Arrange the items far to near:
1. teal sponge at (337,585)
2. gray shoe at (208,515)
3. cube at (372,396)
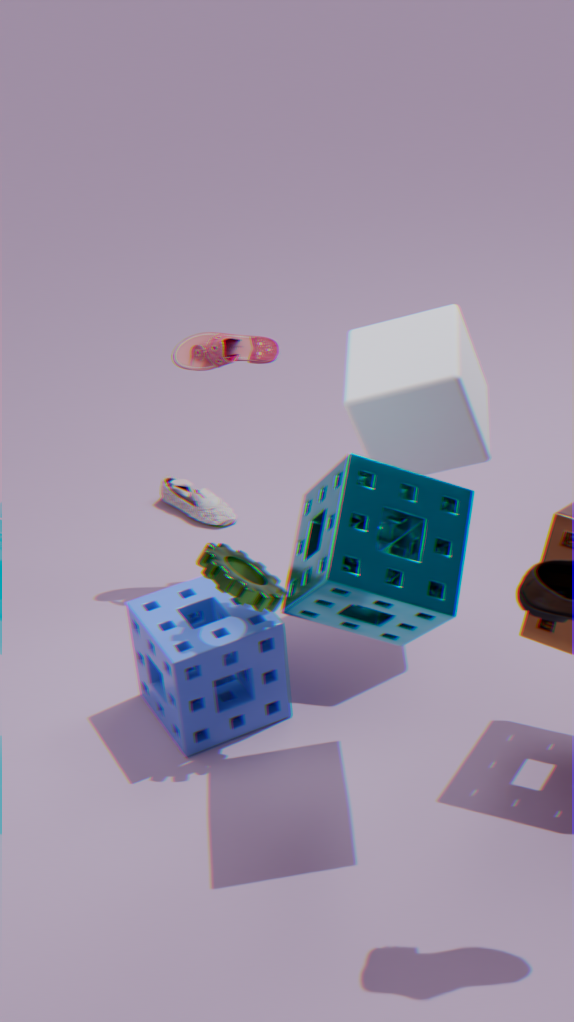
gray shoe at (208,515), cube at (372,396), teal sponge at (337,585)
